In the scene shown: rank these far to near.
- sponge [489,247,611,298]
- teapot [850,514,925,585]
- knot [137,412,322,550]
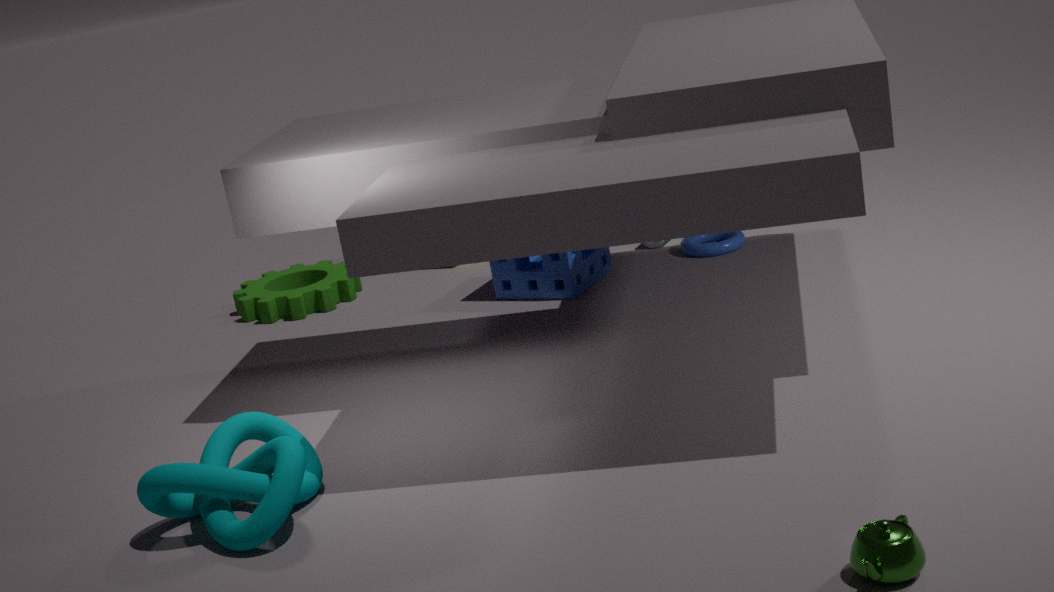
sponge [489,247,611,298], knot [137,412,322,550], teapot [850,514,925,585]
